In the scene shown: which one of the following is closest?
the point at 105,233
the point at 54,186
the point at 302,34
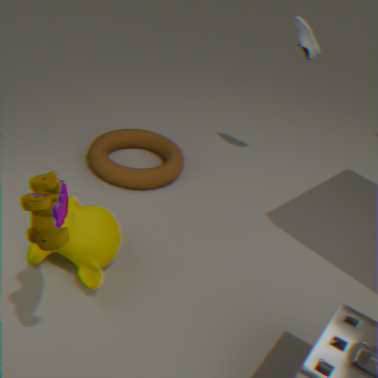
the point at 54,186
